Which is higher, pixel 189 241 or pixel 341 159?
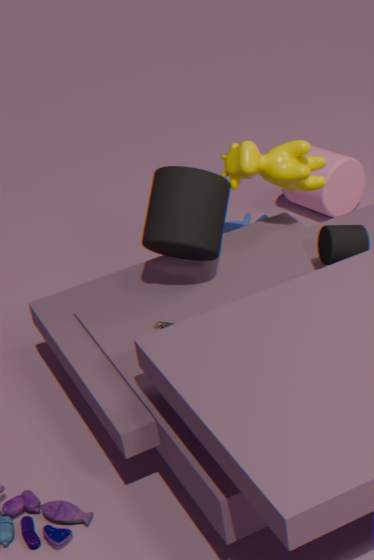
pixel 189 241
